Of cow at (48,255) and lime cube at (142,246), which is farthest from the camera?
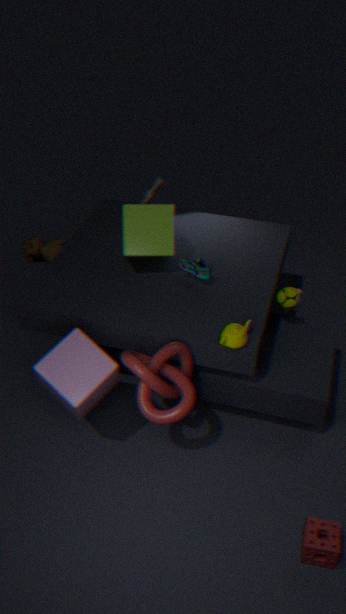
cow at (48,255)
